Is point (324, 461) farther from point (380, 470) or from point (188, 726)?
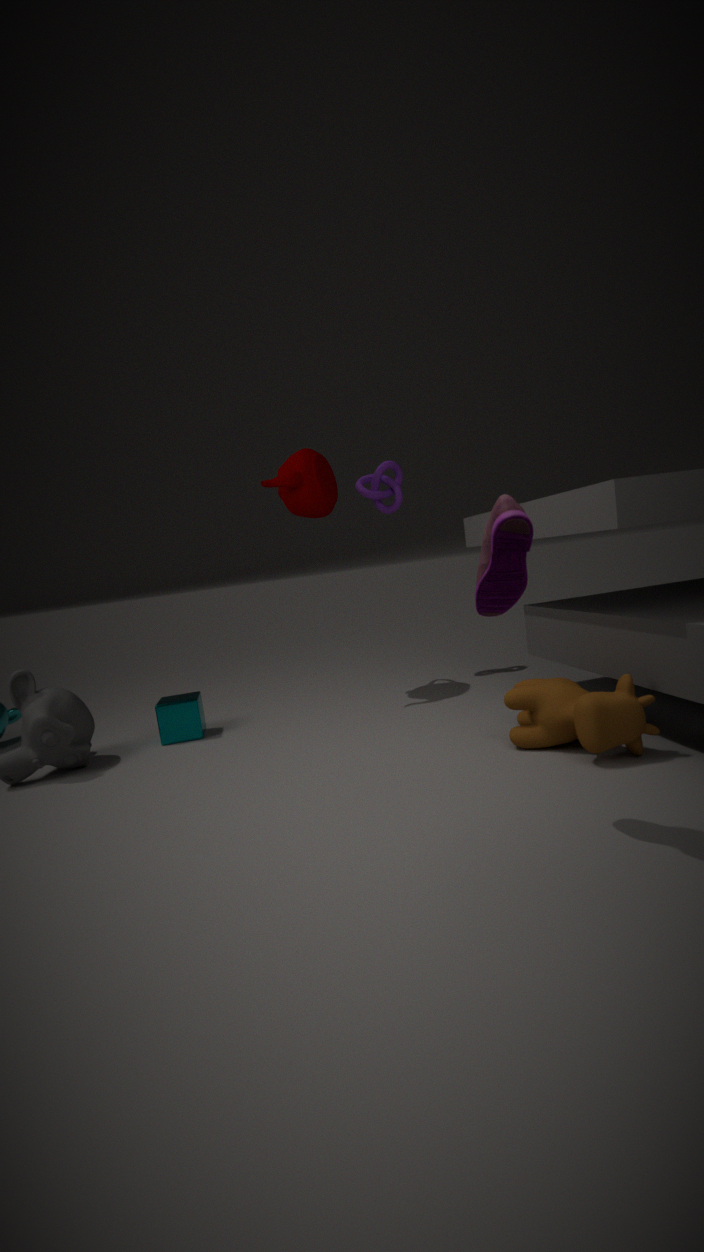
point (188, 726)
